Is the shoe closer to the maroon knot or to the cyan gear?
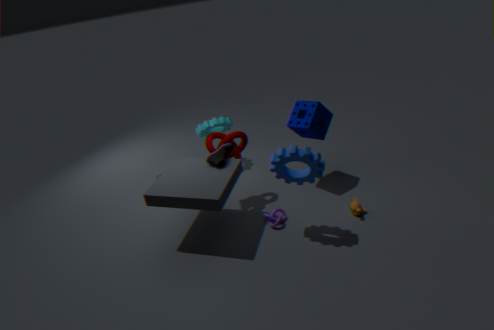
the maroon knot
